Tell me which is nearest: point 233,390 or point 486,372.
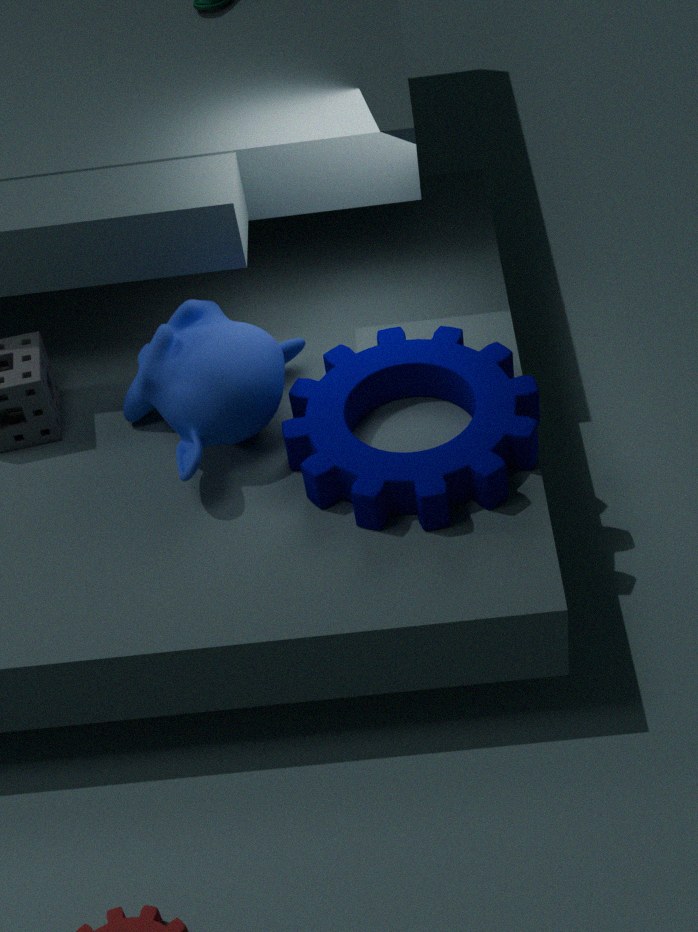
point 233,390
